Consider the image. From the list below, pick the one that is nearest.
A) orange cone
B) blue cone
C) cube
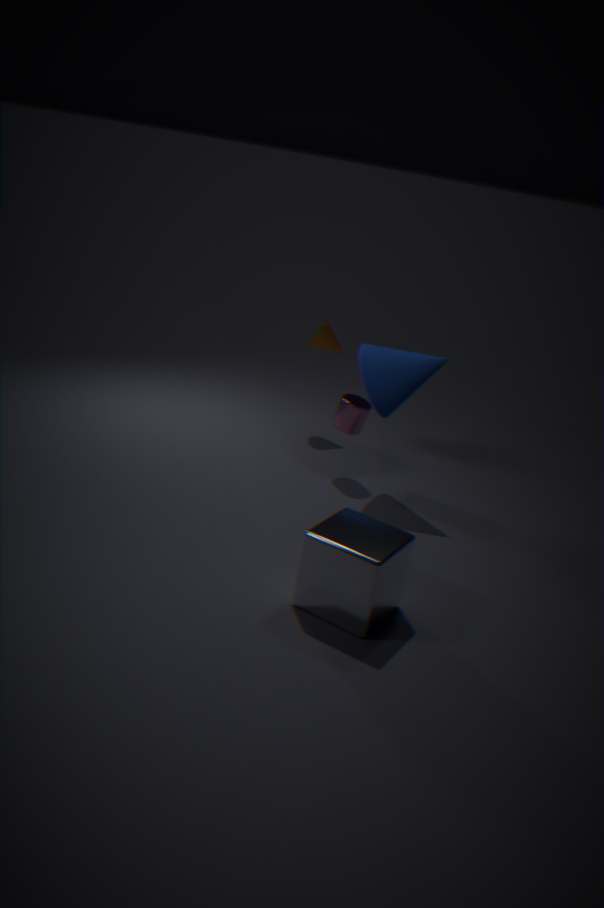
cube
